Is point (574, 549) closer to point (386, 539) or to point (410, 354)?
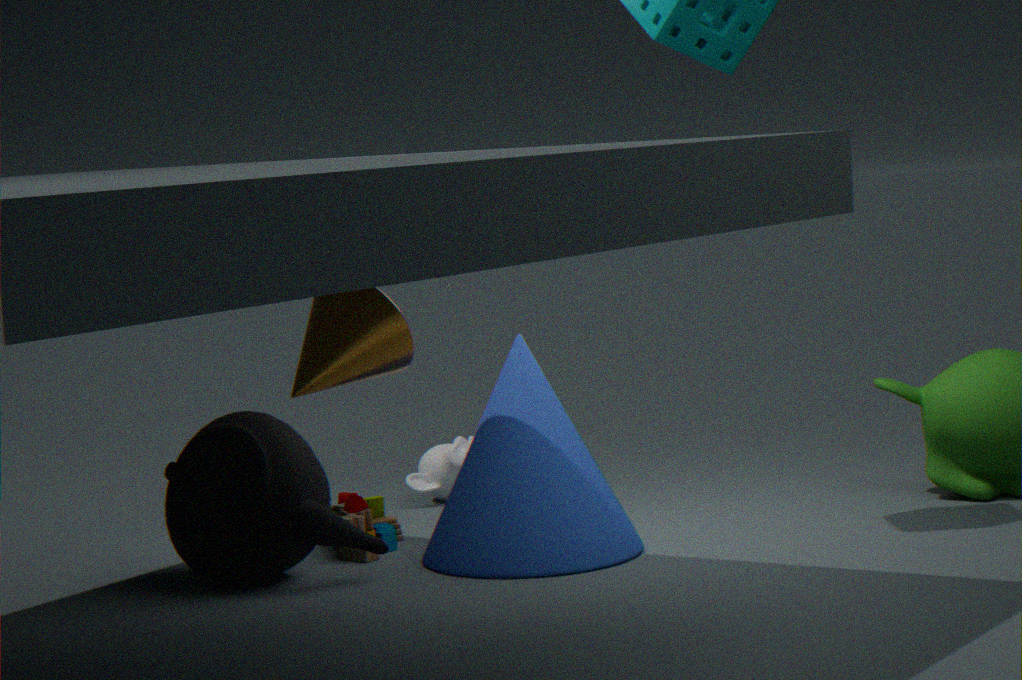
point (386, 539)
